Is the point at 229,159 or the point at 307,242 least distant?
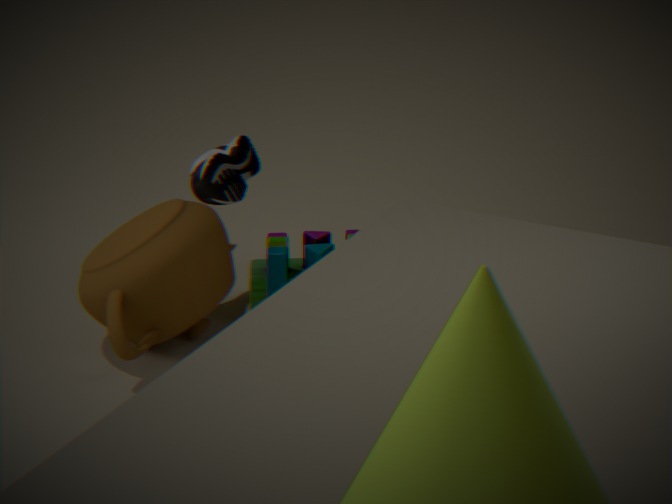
the point at 229,159
